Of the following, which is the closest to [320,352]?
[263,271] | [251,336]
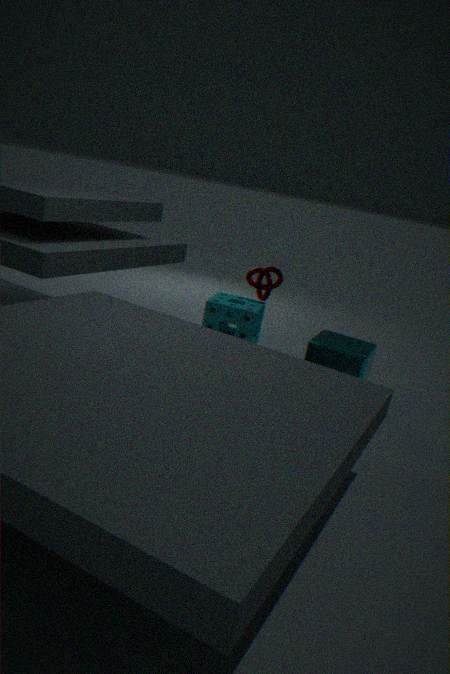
[251,336]
